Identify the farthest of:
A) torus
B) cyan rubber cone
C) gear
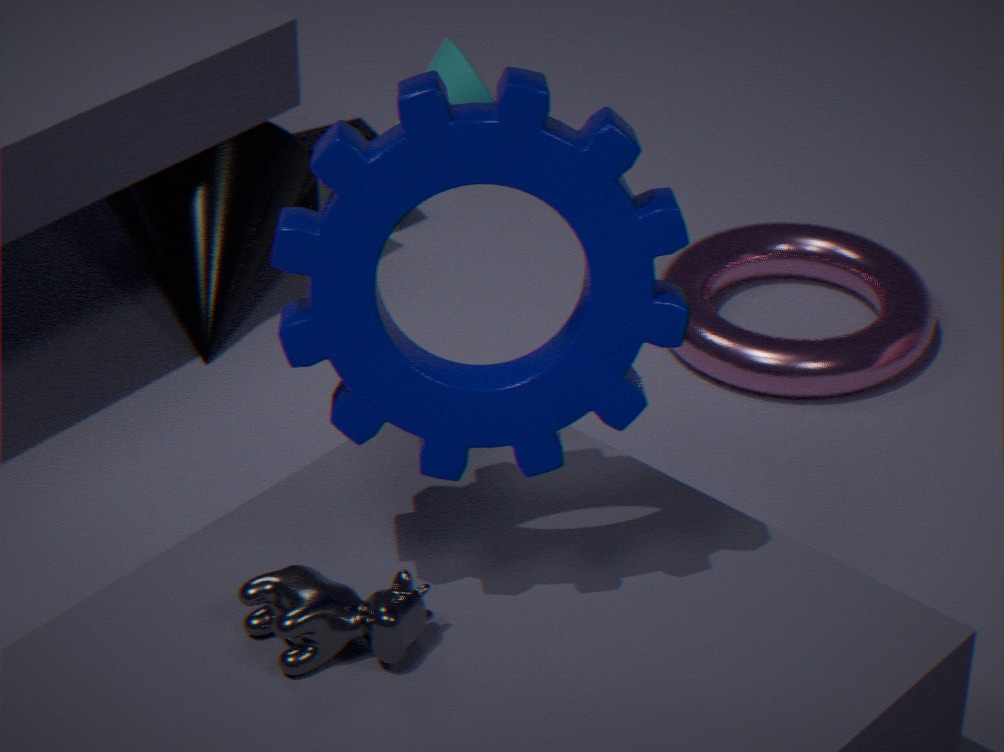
cyan rubber cone
